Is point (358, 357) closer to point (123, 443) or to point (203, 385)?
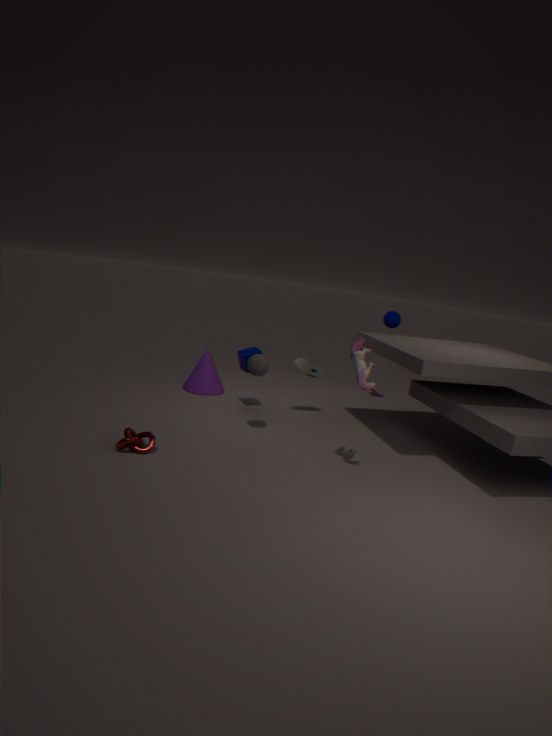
point (123, 443)
